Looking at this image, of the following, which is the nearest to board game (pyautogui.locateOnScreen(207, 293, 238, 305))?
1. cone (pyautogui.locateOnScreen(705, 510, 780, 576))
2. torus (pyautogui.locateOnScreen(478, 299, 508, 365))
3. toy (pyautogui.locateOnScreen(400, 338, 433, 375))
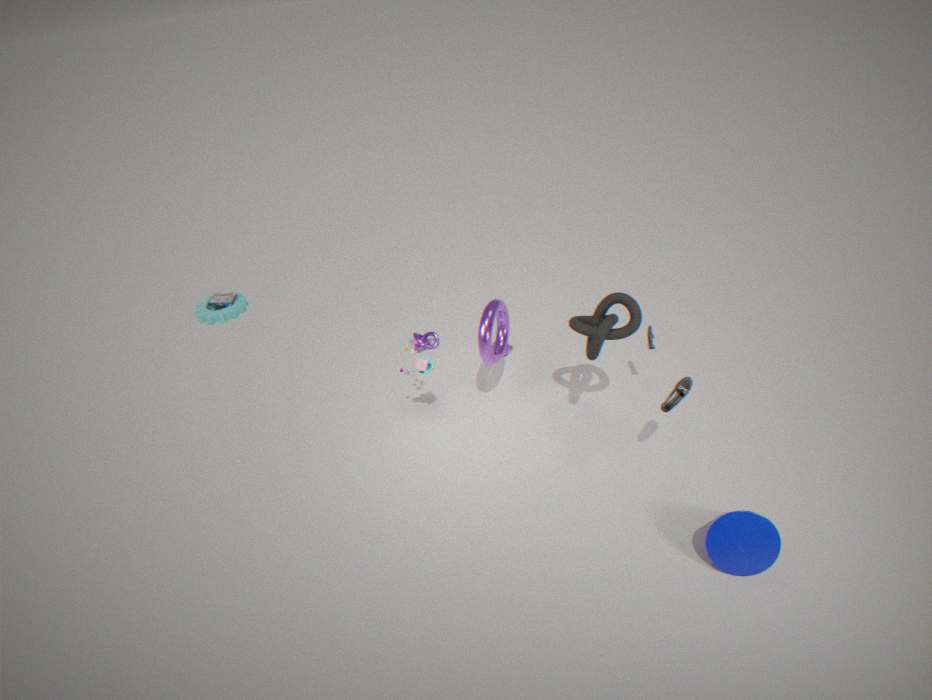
toy (pyautogui.locateOnScreen(400, 338, 433, 375))
